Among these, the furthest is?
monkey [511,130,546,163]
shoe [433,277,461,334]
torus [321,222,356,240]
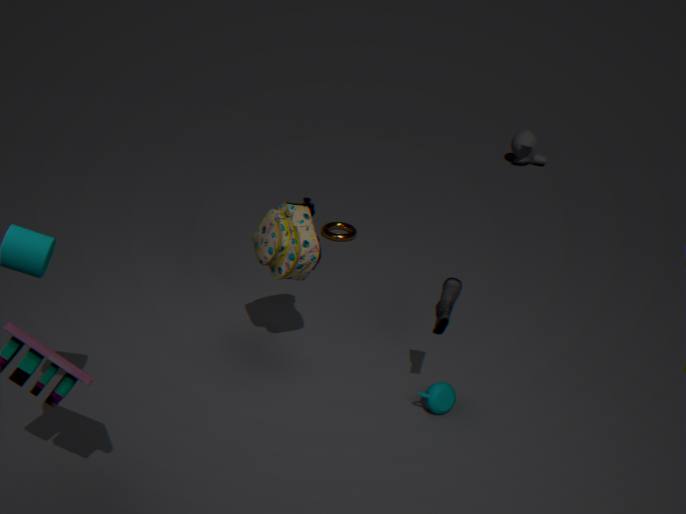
monkey [511,130,546,163]
